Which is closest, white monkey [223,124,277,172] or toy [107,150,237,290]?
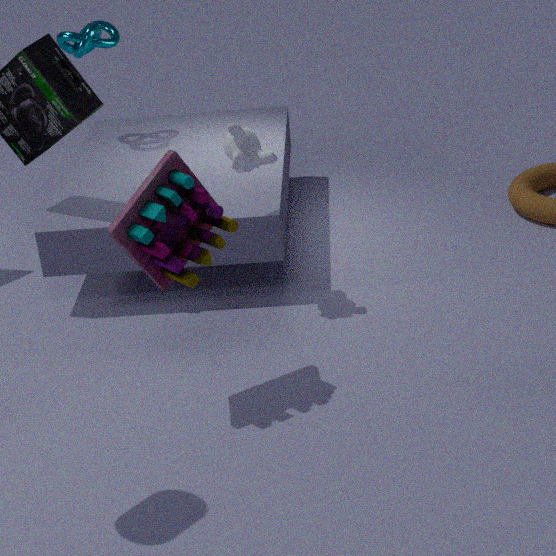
toy [107,150,237,290]
